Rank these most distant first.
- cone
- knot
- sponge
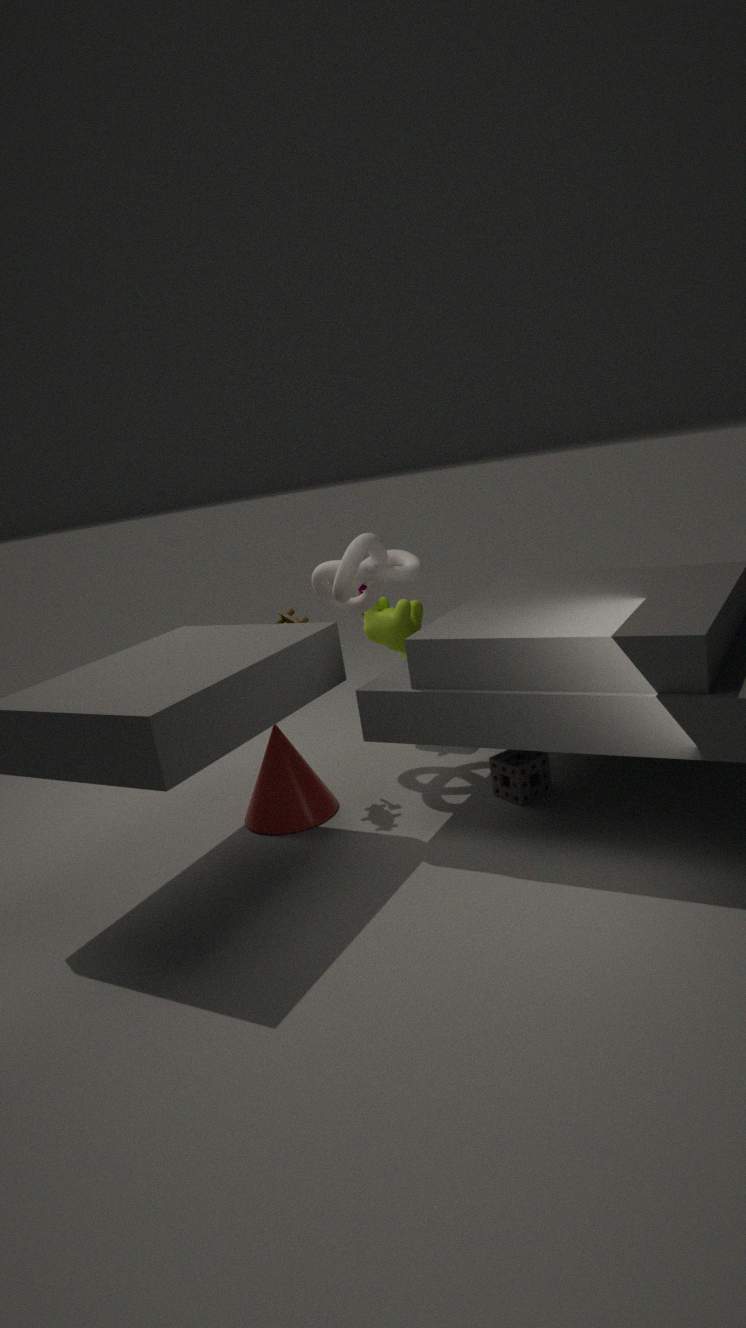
knot, cone, sponge
